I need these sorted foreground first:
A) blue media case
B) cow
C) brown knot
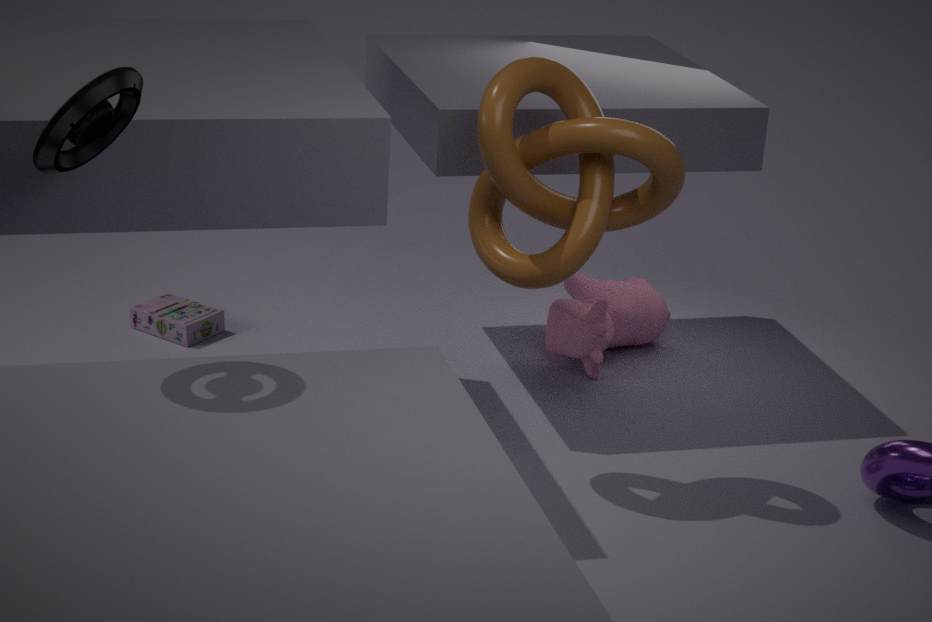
blue media case
brown knot
cow
